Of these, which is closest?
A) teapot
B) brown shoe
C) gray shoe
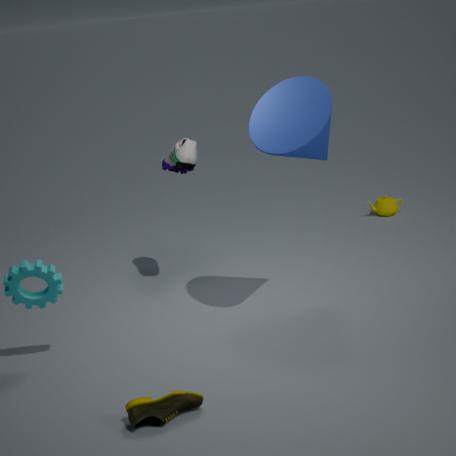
brown shoe
